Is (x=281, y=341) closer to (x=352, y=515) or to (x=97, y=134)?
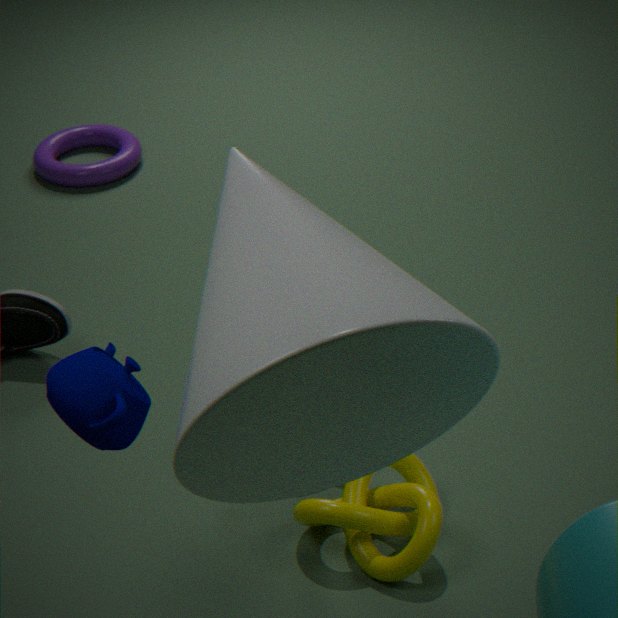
(x=352, y=515)
